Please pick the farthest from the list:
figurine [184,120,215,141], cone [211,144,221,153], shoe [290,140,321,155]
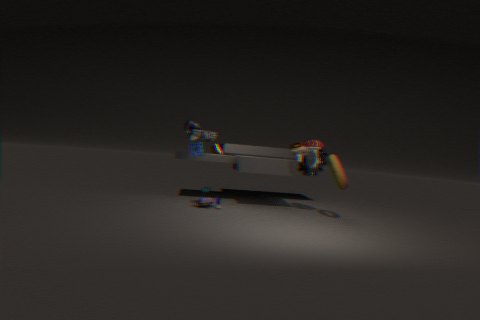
cone [211,144,221,153]
